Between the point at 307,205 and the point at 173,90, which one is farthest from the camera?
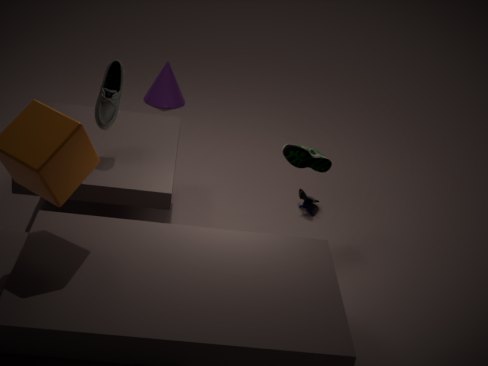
the point at 173,90
